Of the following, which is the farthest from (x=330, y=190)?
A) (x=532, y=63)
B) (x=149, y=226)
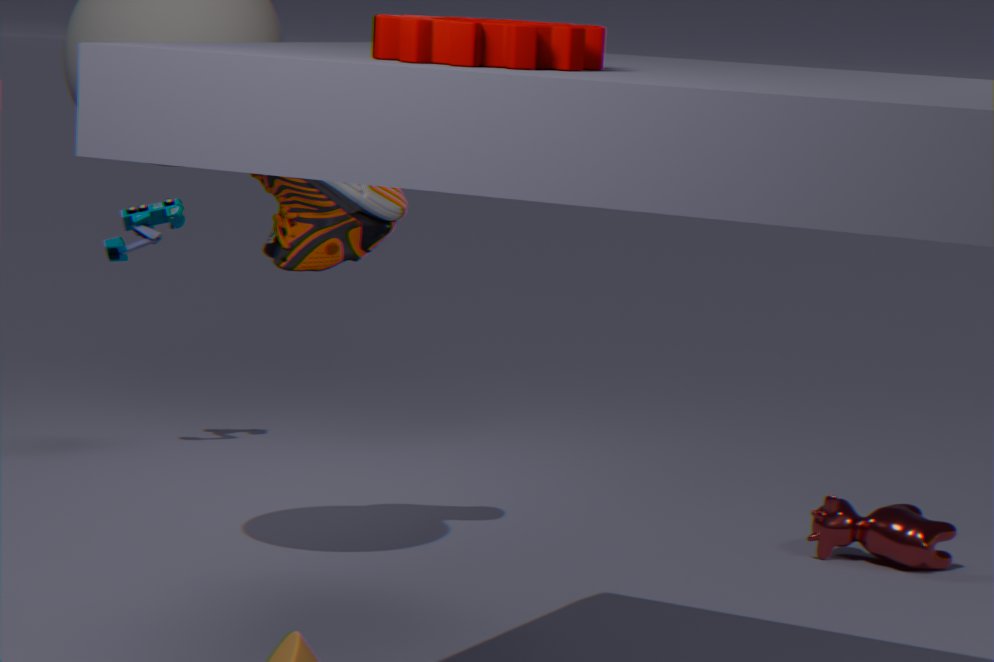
(x=532, y=63)
